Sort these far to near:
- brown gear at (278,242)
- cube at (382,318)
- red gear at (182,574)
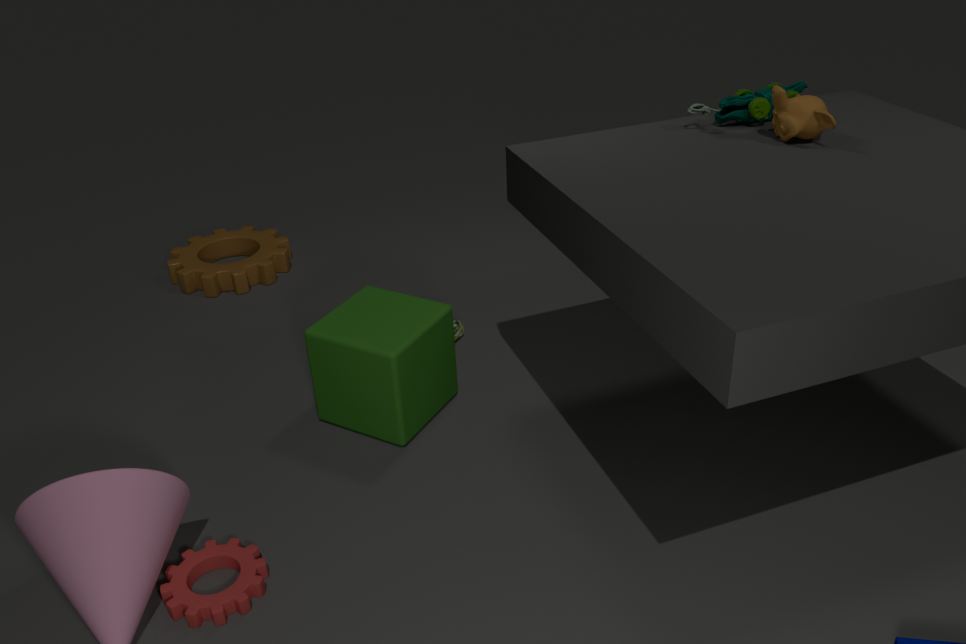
brown gear at (278,242), cube at (382,318), red gear at (182,574)
